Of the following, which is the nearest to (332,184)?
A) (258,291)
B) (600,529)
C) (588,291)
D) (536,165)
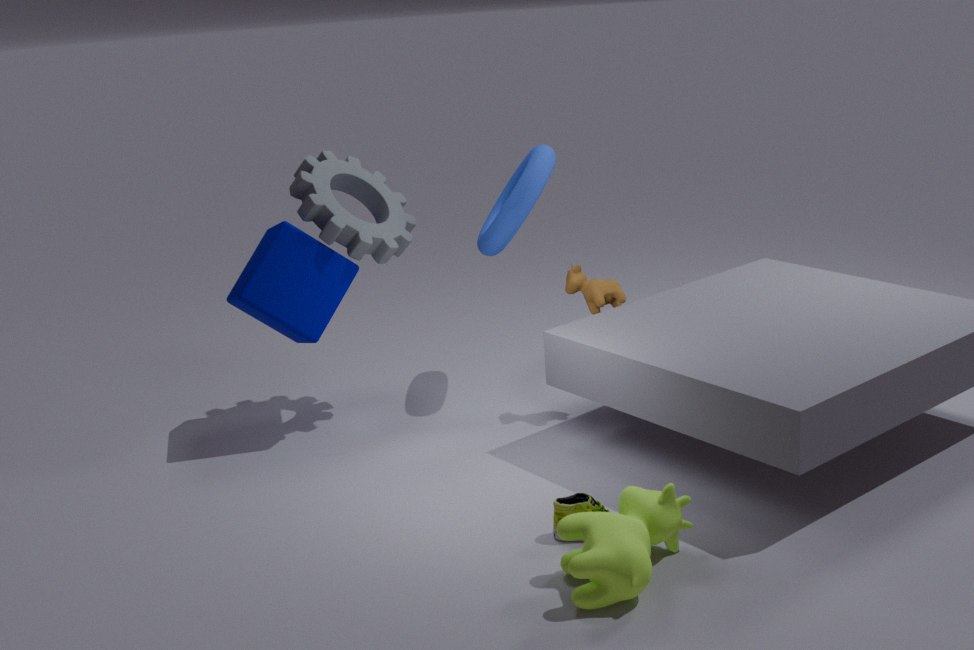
(258,291)
